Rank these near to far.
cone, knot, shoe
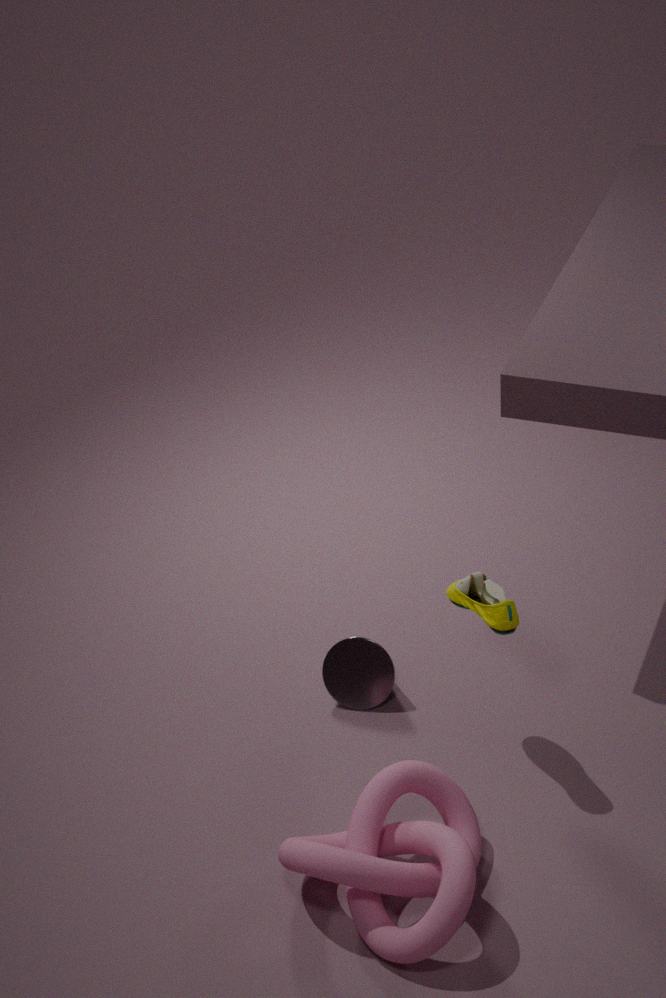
knot
shoe
cone
